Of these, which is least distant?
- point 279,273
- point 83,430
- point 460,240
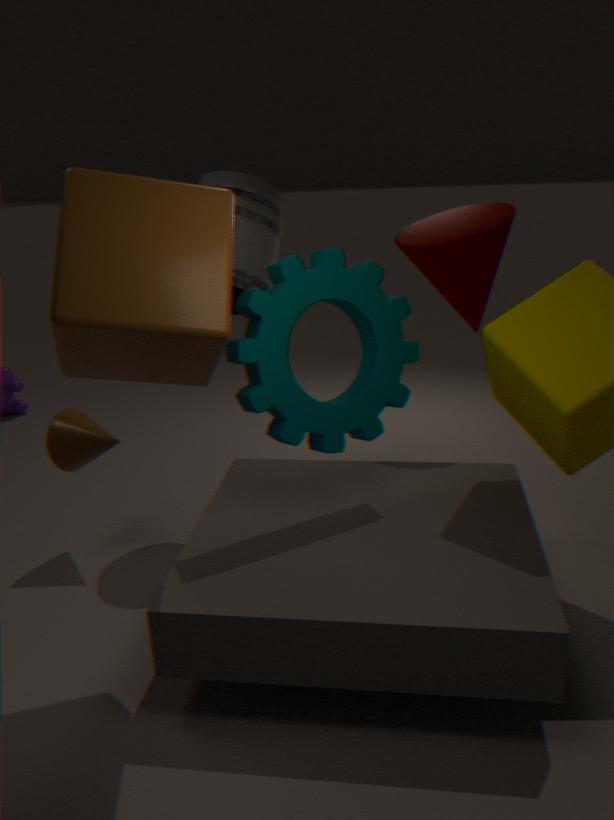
point 279,273
